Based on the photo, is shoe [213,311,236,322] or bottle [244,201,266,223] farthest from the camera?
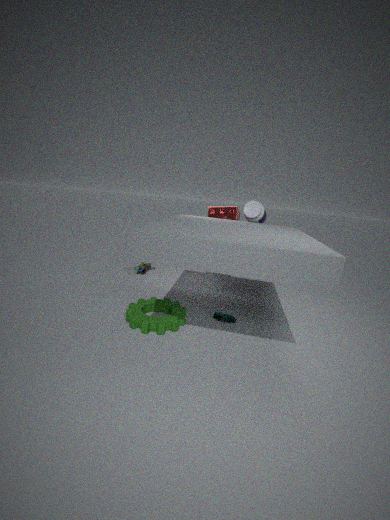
bottle [244,201,266,223]
